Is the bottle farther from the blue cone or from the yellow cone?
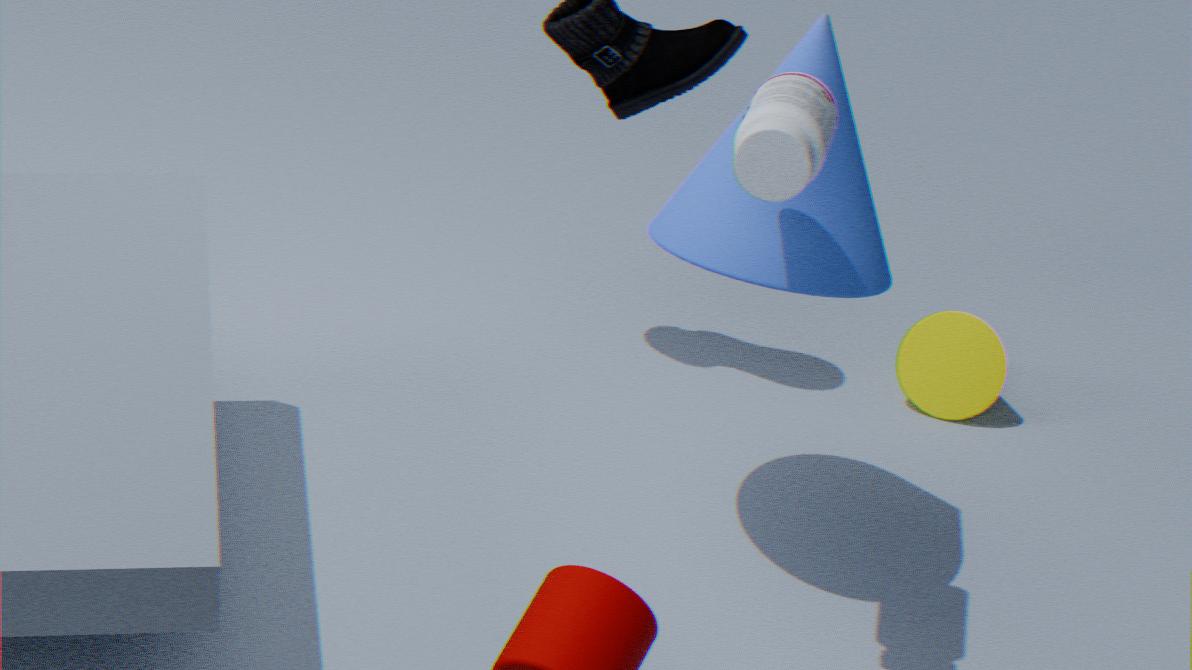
the yellow cone
